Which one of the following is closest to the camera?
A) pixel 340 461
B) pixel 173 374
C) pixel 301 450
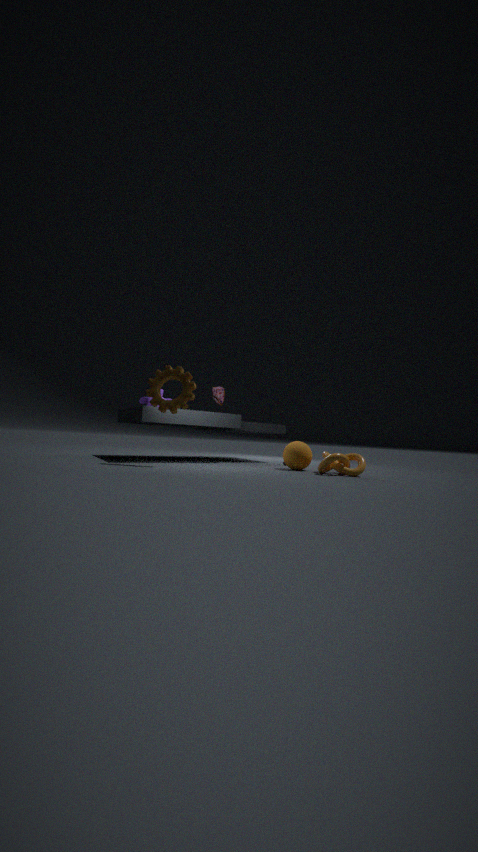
pixel 173 374
